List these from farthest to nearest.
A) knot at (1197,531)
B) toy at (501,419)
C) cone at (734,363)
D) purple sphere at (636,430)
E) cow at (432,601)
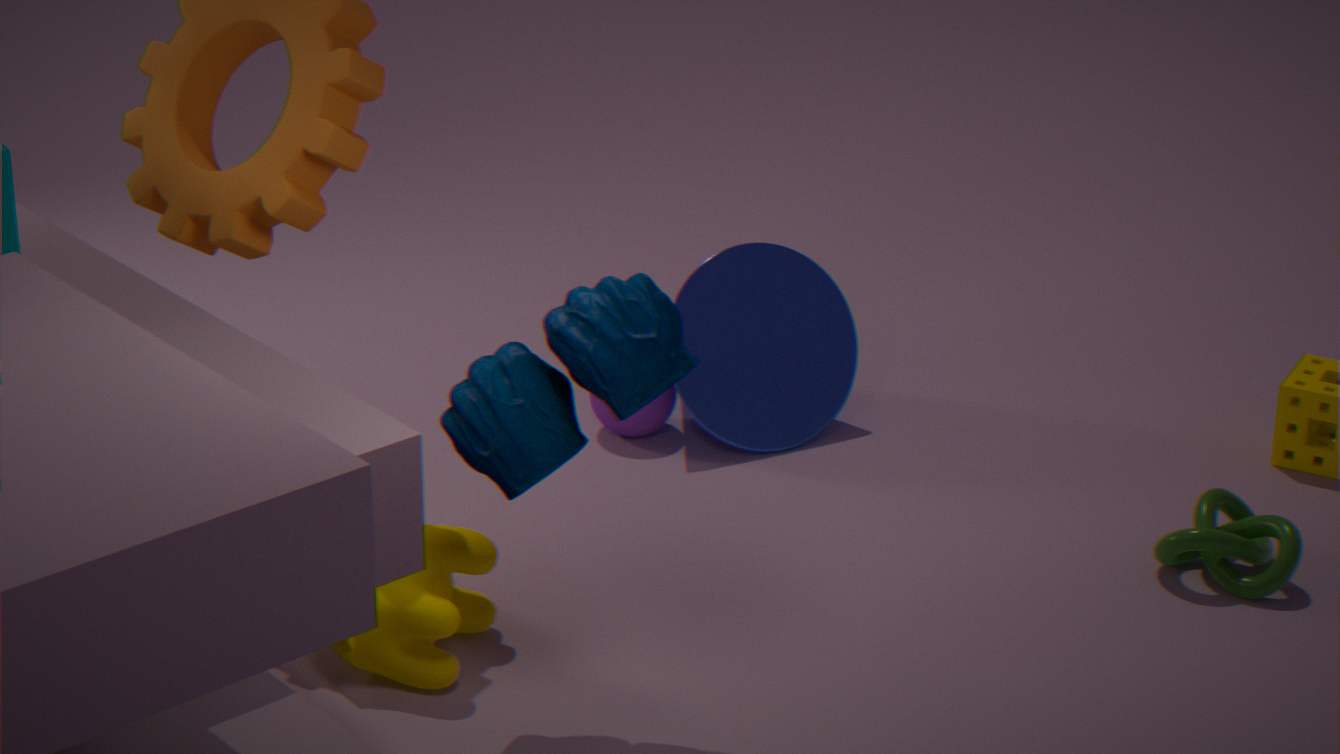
purple sphere at (636,430), cone at (734,363), knot at (1197,531), cow at (432,601), toy at (501,419)
